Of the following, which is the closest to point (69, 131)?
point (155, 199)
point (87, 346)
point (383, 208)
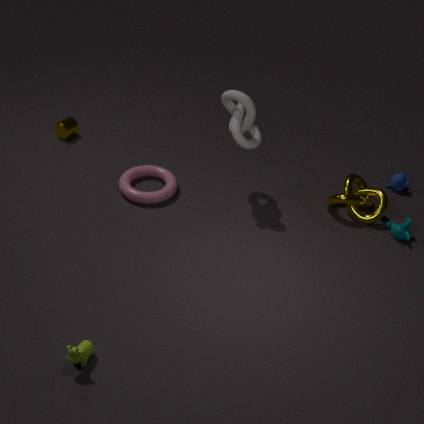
point (155, 199)
